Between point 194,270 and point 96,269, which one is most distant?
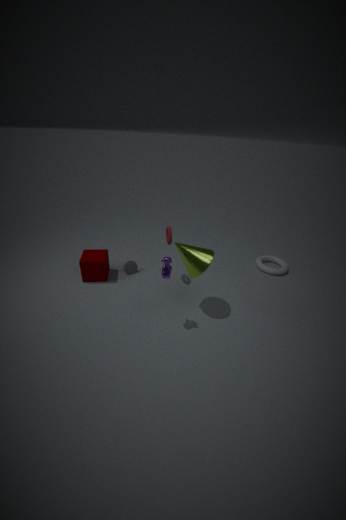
point 96,269
